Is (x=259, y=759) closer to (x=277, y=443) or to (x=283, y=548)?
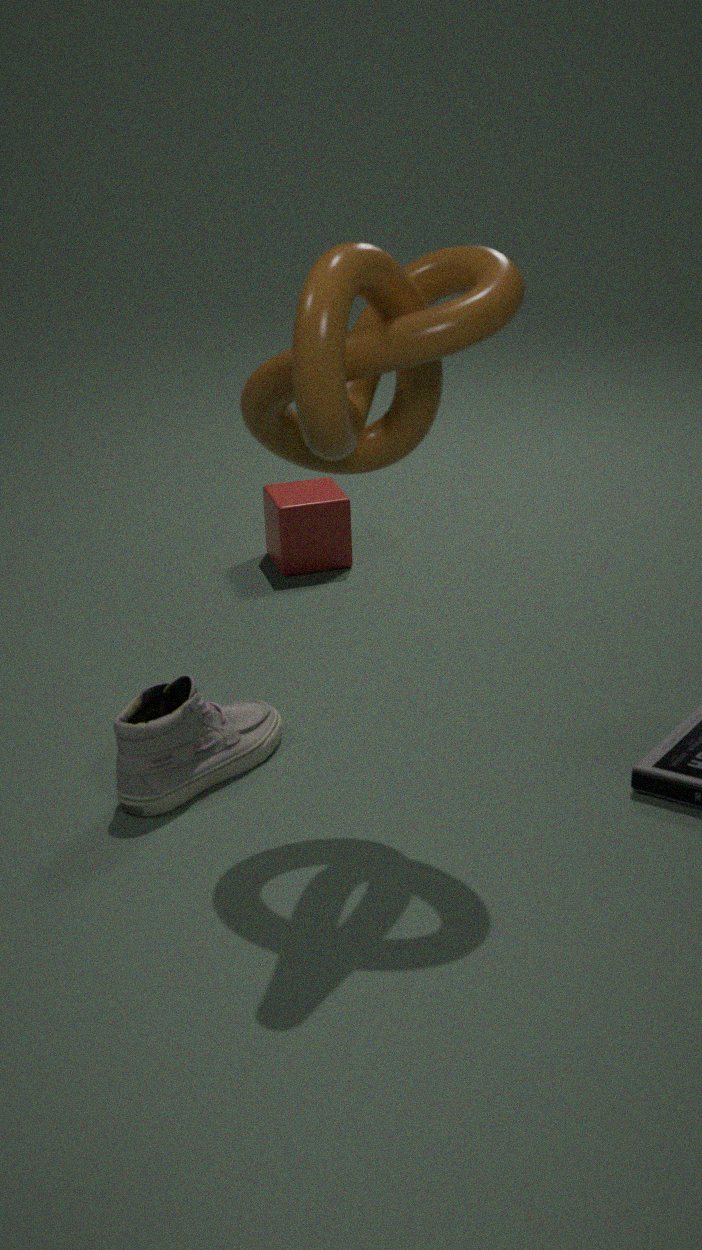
(x=277, y=443)
